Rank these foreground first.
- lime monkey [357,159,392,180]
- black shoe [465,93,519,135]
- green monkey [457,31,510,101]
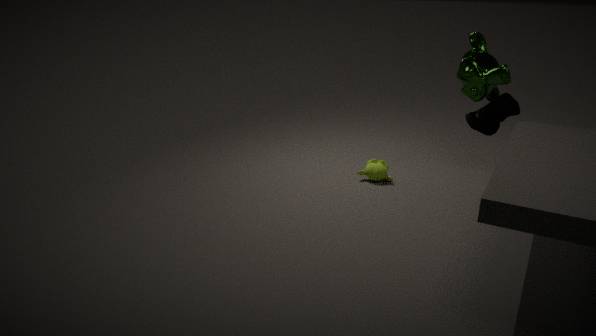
1. green monkey [457,31,510,101]
2. black shoe [465,93,519,135]
3. lime monkey [357,159,392,180]
